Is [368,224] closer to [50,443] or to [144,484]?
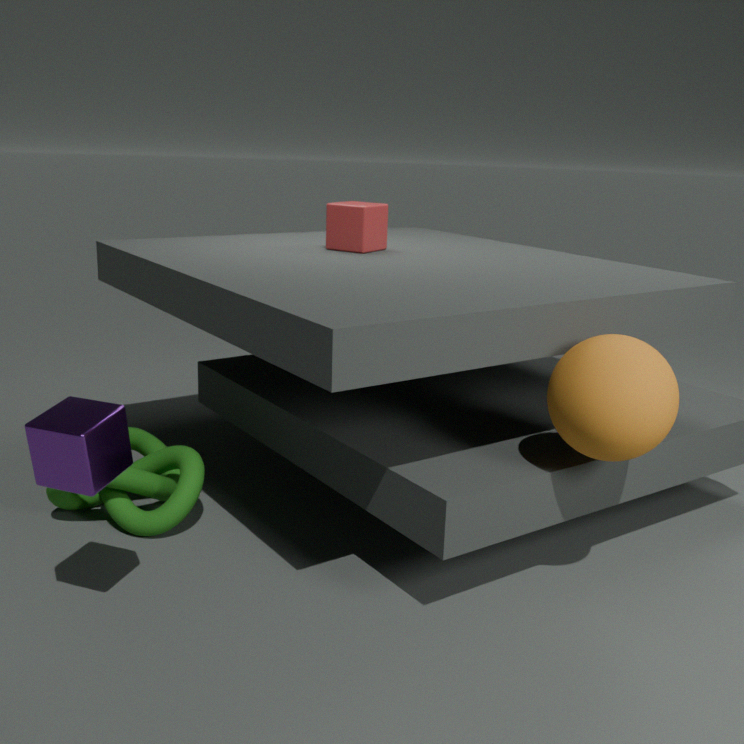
[144,484]
